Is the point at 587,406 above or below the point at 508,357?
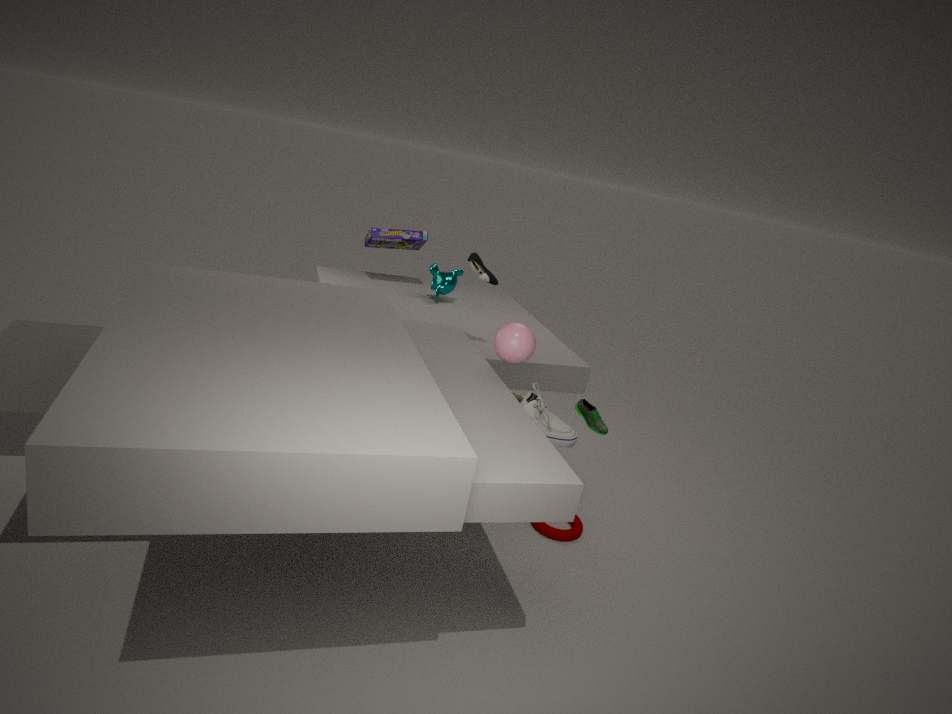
below
